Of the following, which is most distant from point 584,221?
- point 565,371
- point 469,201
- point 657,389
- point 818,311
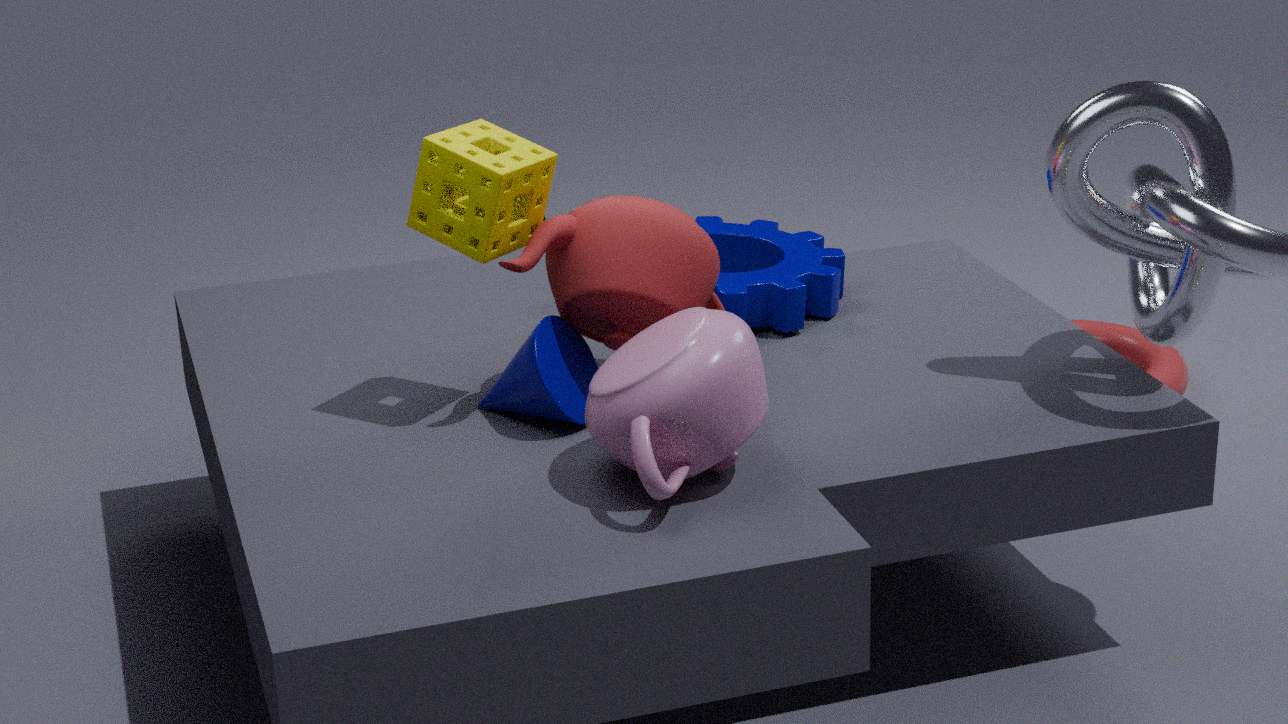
point 818,311
